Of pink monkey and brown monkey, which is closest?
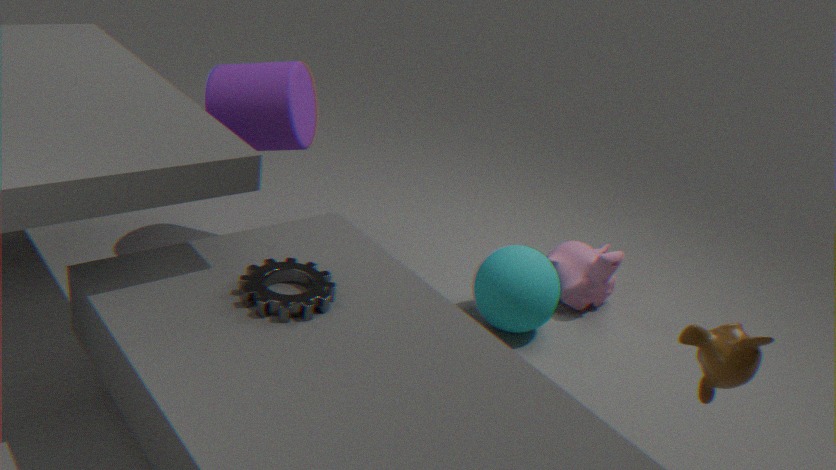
brown monkey
